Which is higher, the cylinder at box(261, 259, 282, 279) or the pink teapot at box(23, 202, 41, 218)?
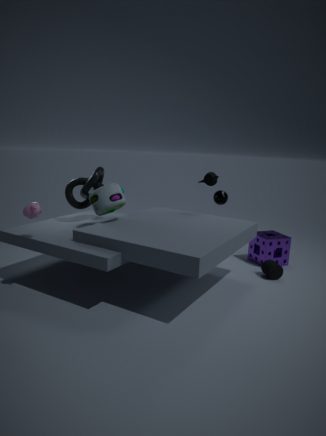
the pink teapot at box(23, 202, 41, 218)
